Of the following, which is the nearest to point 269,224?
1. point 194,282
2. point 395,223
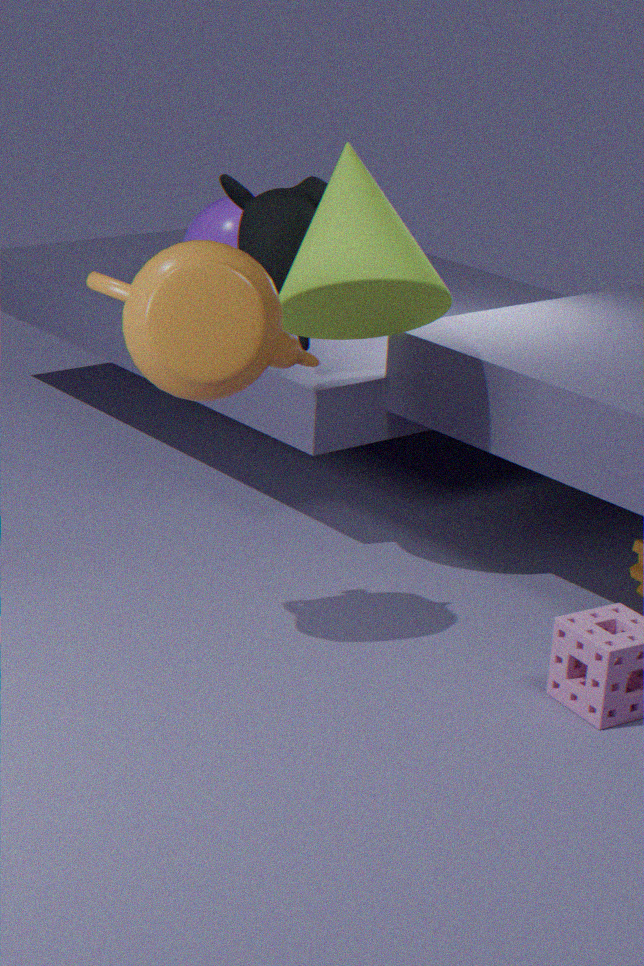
point 395,223
